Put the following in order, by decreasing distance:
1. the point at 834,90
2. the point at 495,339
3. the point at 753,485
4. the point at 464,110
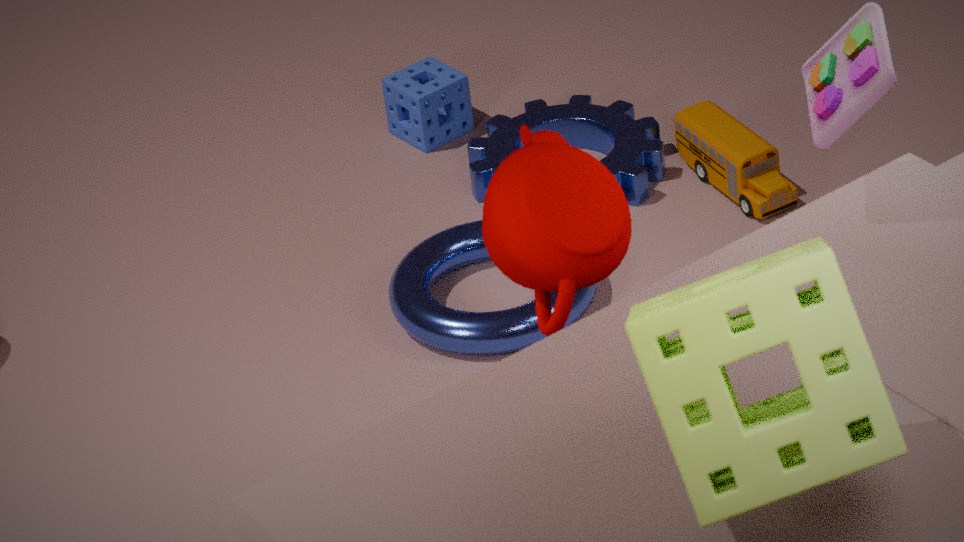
the point at 464,110 < the point at 495,339 < the point at 834,90 < the point at 753,485
